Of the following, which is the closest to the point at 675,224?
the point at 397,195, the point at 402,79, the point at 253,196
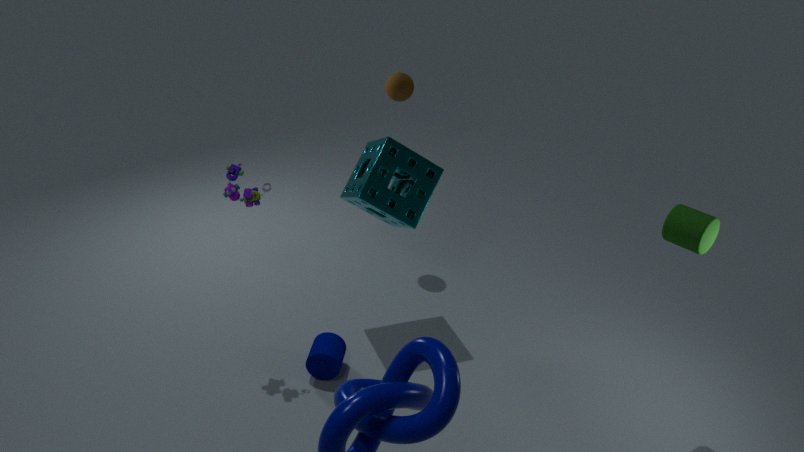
the point at 397,195
